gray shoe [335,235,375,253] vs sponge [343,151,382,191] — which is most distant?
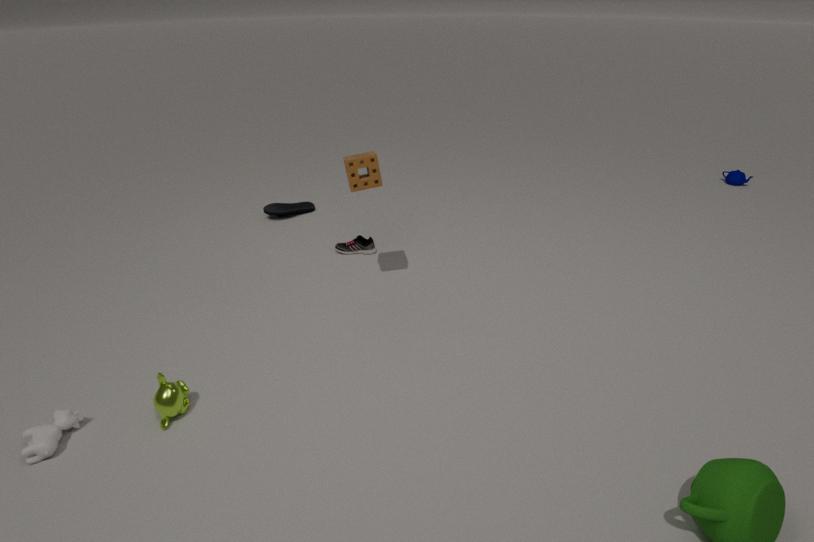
gray shoe [335,235,375,253]
